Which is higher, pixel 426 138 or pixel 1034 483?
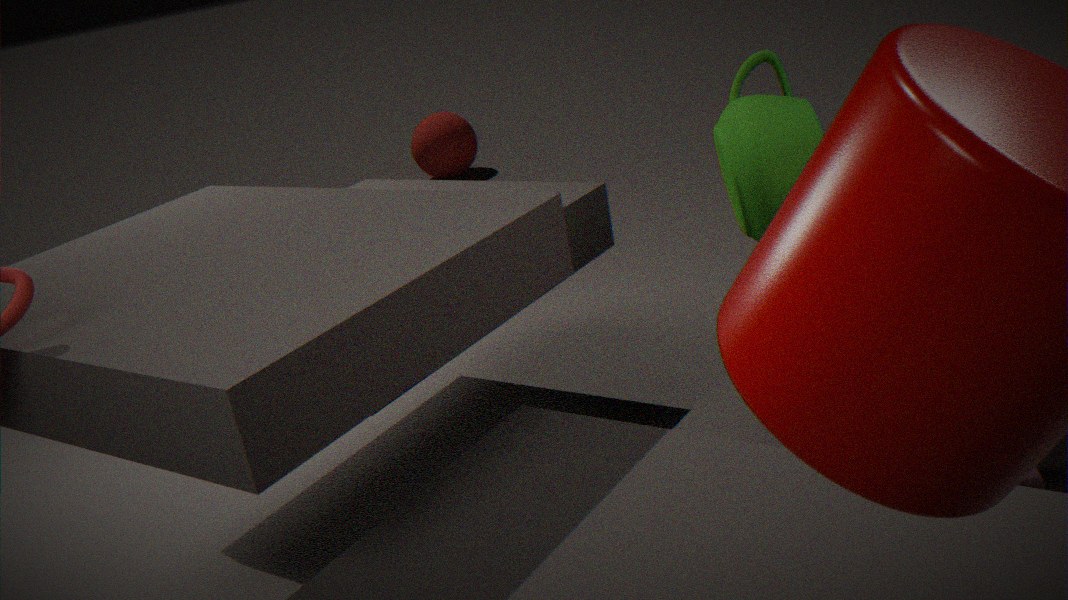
pixel 1034 483
